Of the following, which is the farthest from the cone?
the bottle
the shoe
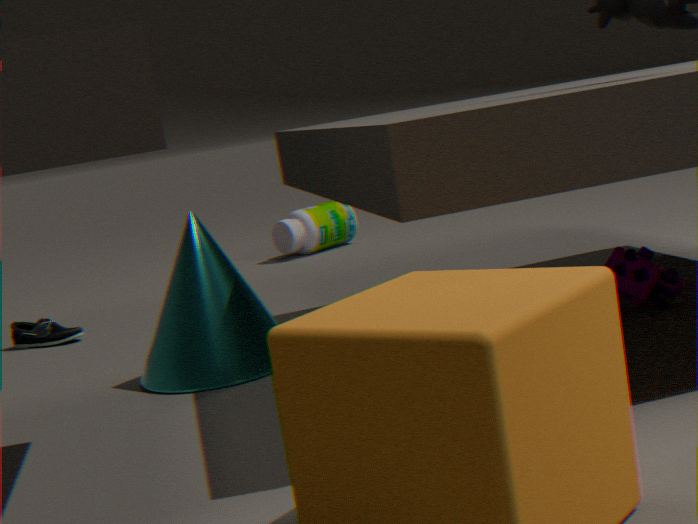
the bottle
